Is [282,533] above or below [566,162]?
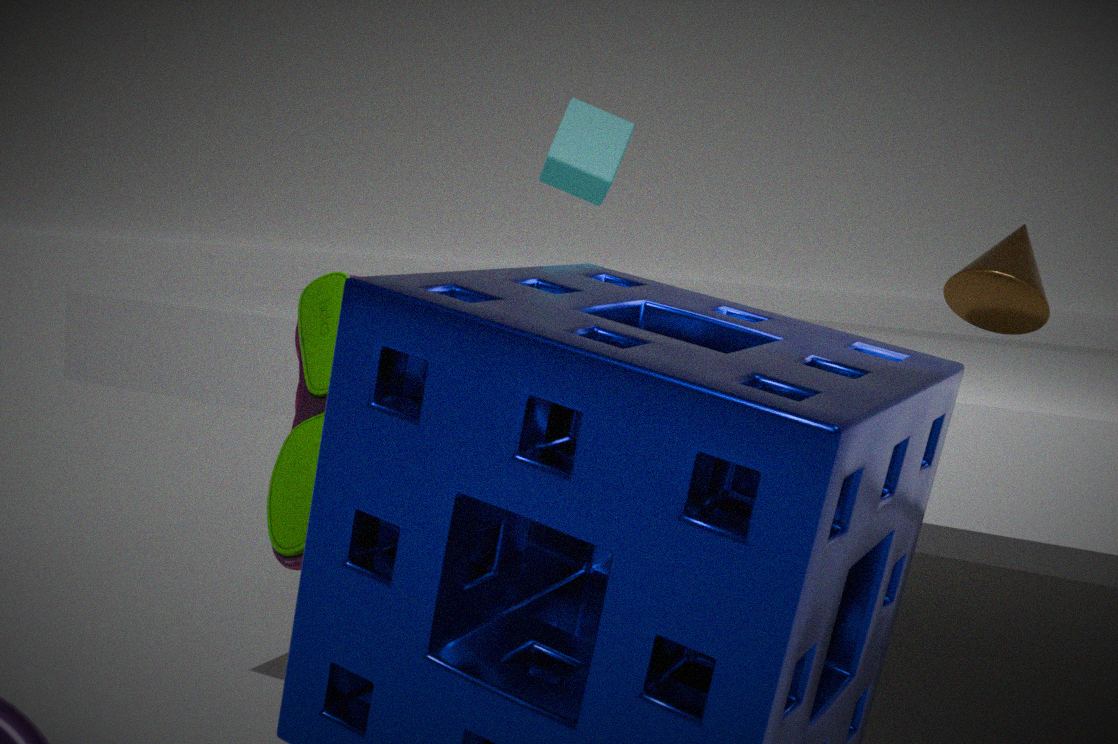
below
